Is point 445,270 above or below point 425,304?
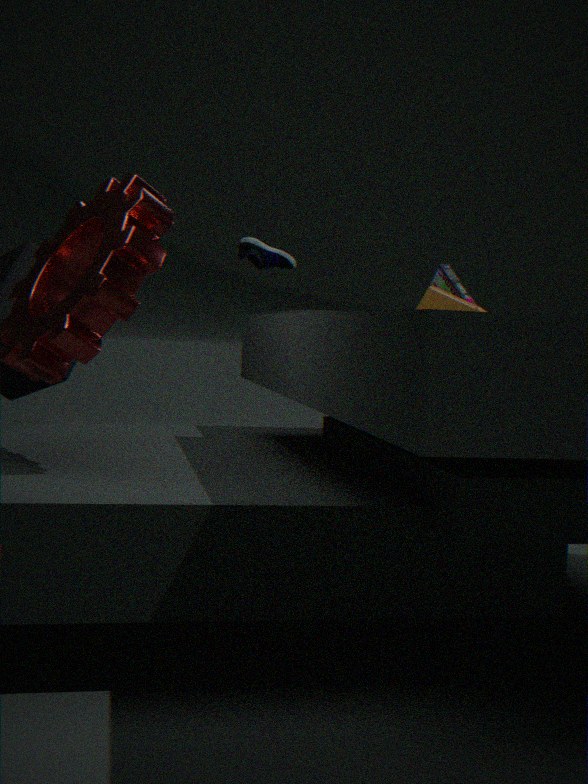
above
